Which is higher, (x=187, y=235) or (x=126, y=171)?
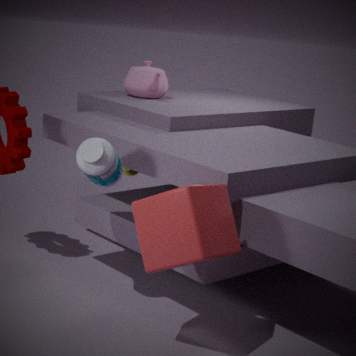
(x=187, y=235)
